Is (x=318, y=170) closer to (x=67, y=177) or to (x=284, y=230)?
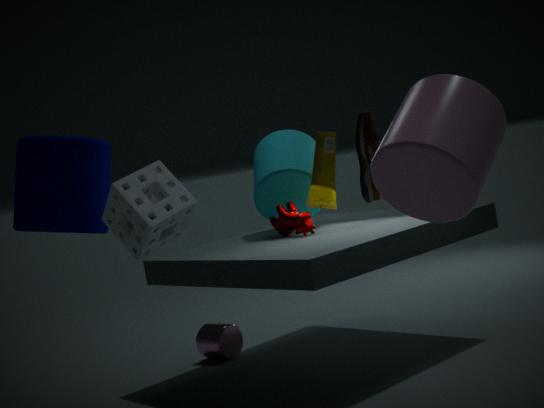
(x=284, y=230)
